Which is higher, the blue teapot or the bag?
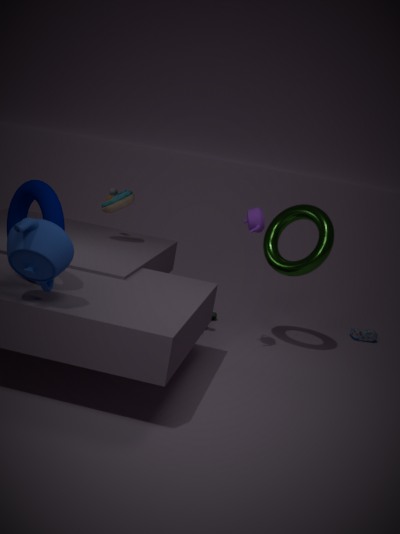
the blue teapot
